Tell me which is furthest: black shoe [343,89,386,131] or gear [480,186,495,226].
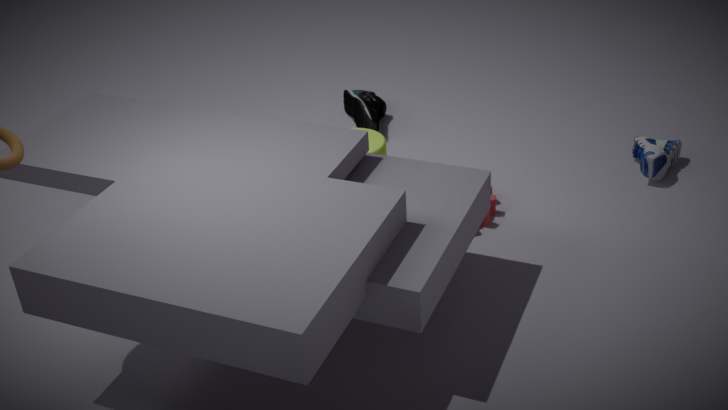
black shoe [343,89,386,131]
